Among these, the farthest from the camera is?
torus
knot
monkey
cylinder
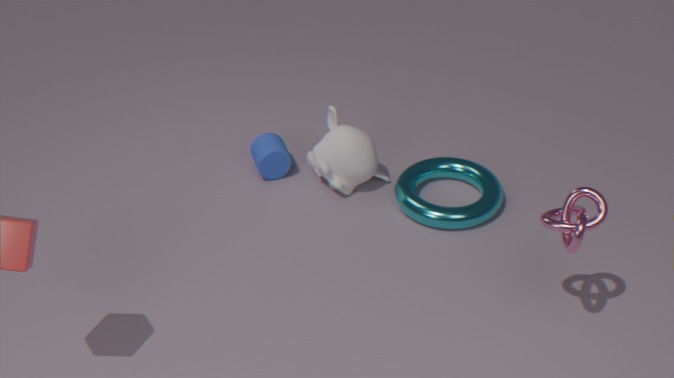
cylinder
